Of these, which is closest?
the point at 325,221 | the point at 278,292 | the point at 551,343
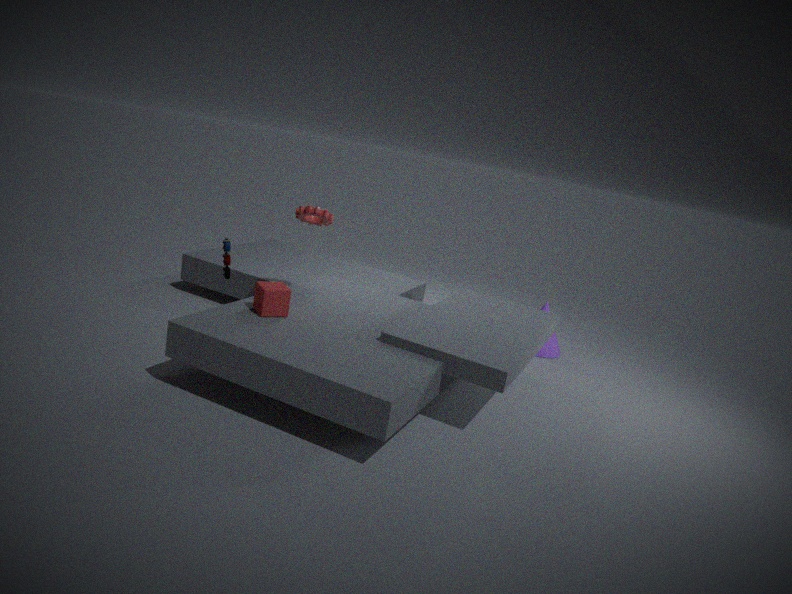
the point at 278,292
